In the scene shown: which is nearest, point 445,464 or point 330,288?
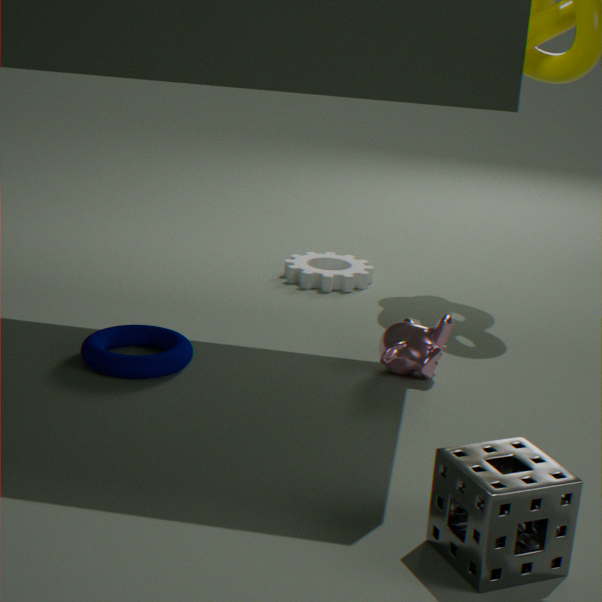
point 445,464
